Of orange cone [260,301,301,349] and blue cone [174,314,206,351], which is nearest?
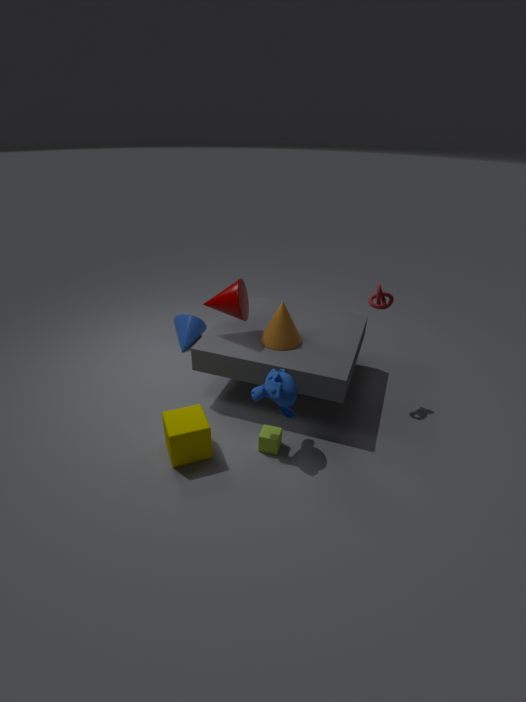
orange cone [260,301,301,349]
